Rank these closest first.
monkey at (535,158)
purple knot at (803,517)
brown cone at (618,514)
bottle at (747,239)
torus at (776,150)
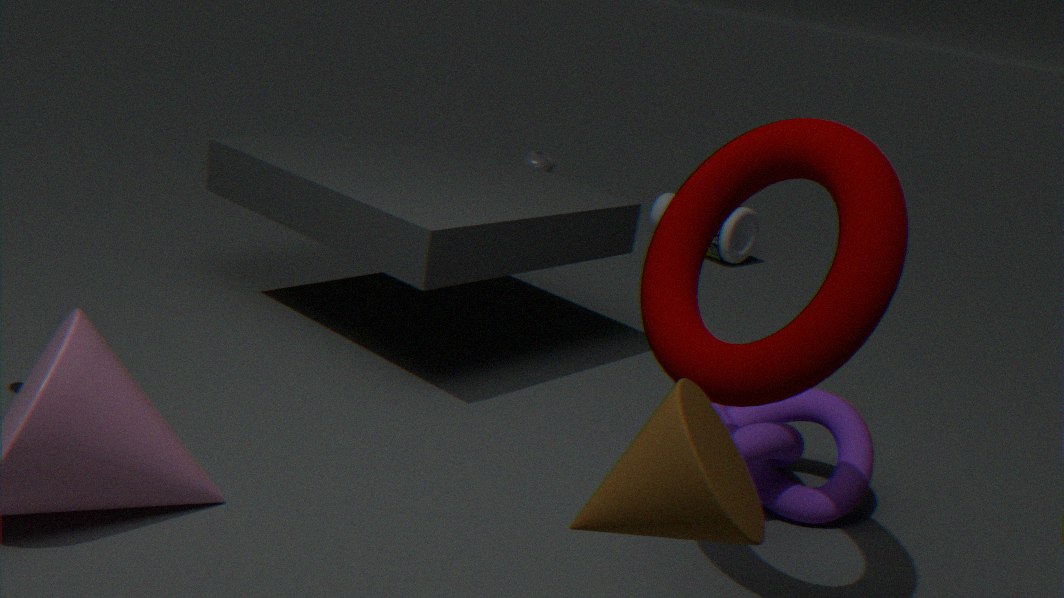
brown cone at (618,514), torus at (776,150), purple knot at (803,517), bottle at (747,239), monkey at (535,158)
